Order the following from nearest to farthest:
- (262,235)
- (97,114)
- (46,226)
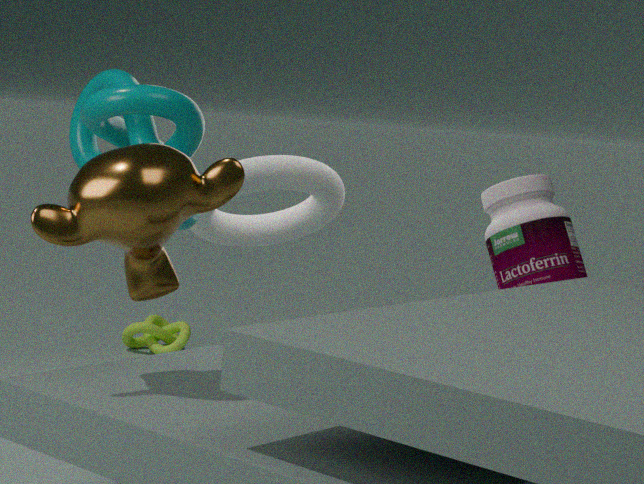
(46,226), (97,114), (262,235)
